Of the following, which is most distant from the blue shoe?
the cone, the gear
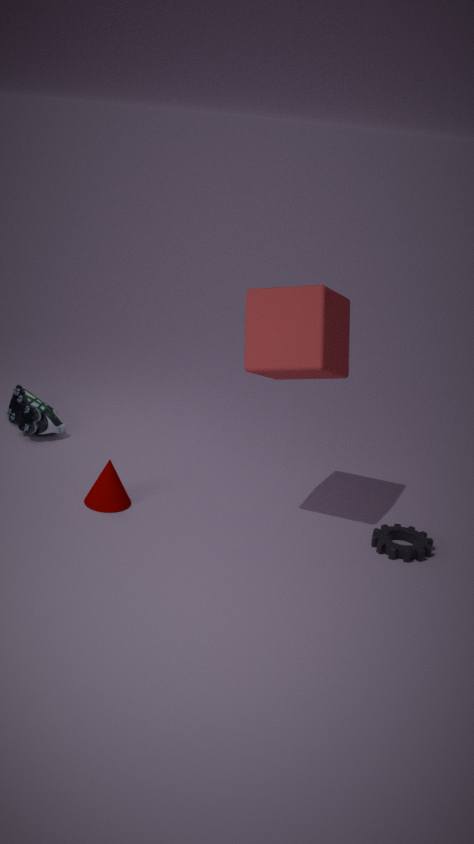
the gear
